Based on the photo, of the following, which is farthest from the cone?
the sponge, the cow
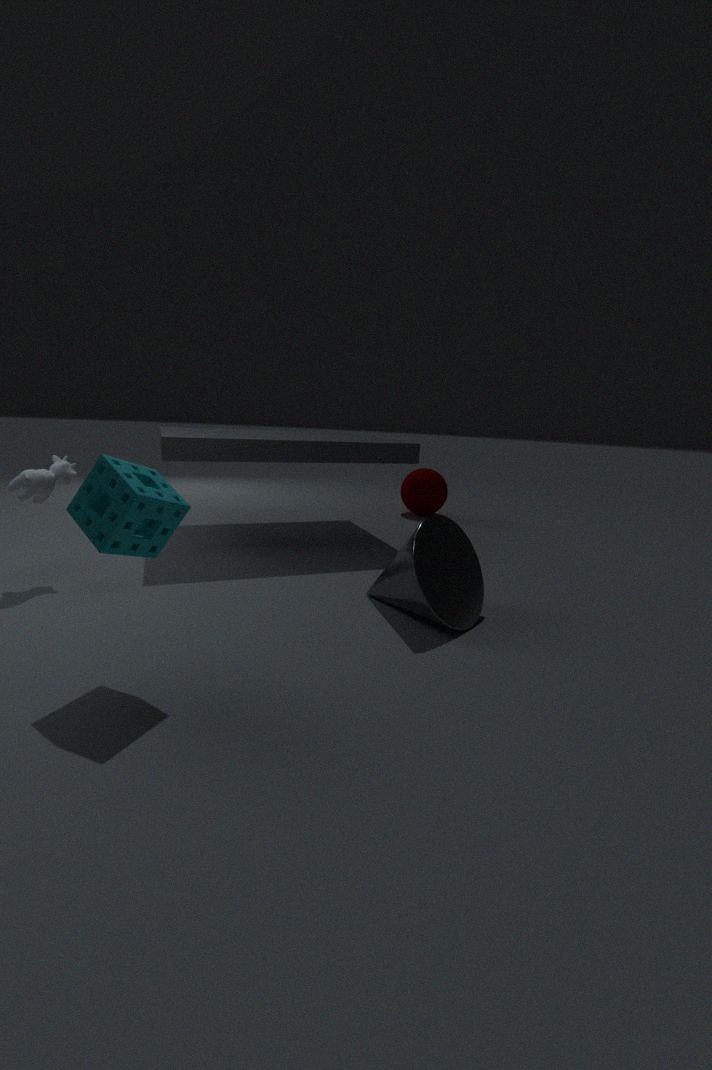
the cow
